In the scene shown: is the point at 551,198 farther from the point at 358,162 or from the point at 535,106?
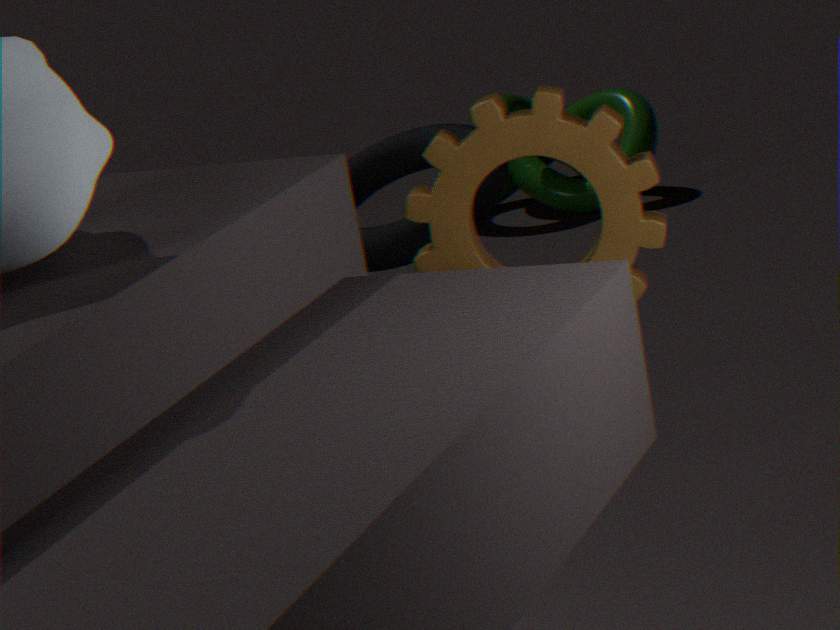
the point at 535,106
